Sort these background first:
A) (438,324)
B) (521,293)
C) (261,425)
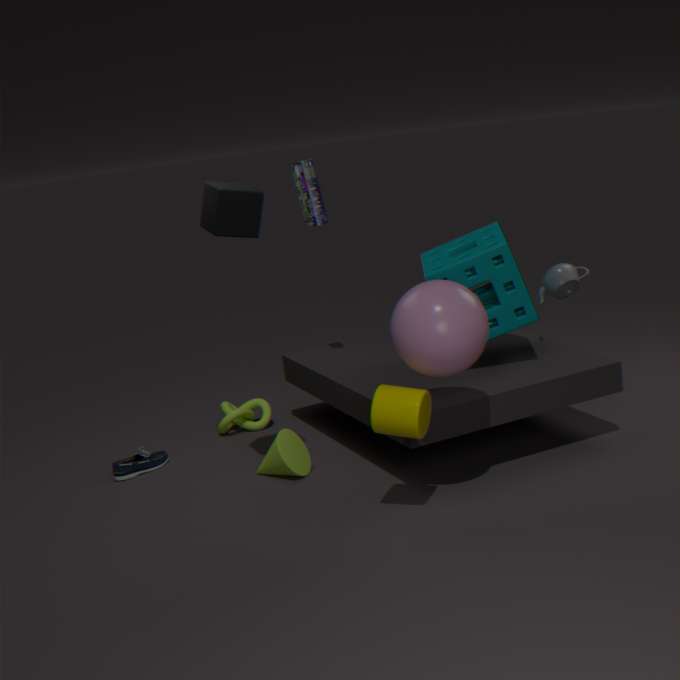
(261,425) → (521,293) → (438,324)
